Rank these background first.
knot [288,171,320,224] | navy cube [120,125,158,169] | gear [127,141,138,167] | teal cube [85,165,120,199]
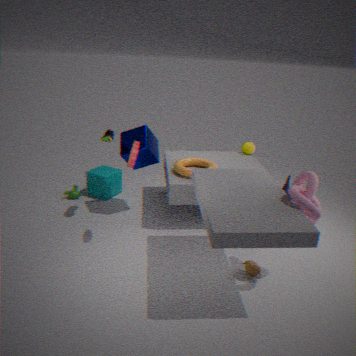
teal cube [85,165,120,199]
navy cube [120,125,158,169]
gear [127,141,138,167]
knot [288,171,320,224]
